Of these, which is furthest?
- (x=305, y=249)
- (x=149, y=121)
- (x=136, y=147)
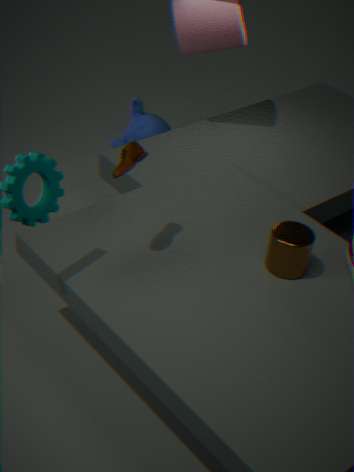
(x=149, y=121)
